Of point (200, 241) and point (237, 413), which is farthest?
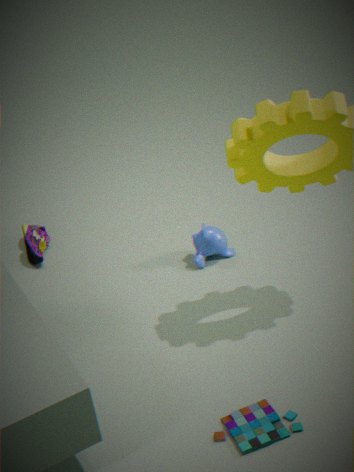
point (200, 241)
